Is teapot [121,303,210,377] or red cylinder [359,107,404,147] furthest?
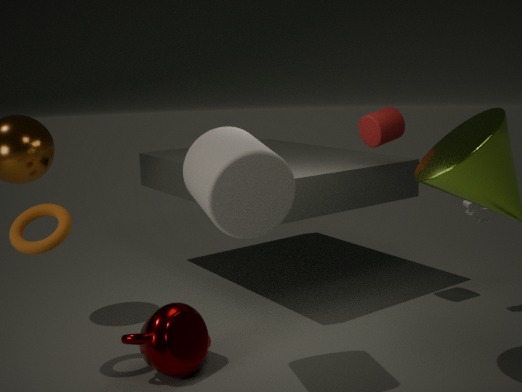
red cylinder [359,107,404,147]
